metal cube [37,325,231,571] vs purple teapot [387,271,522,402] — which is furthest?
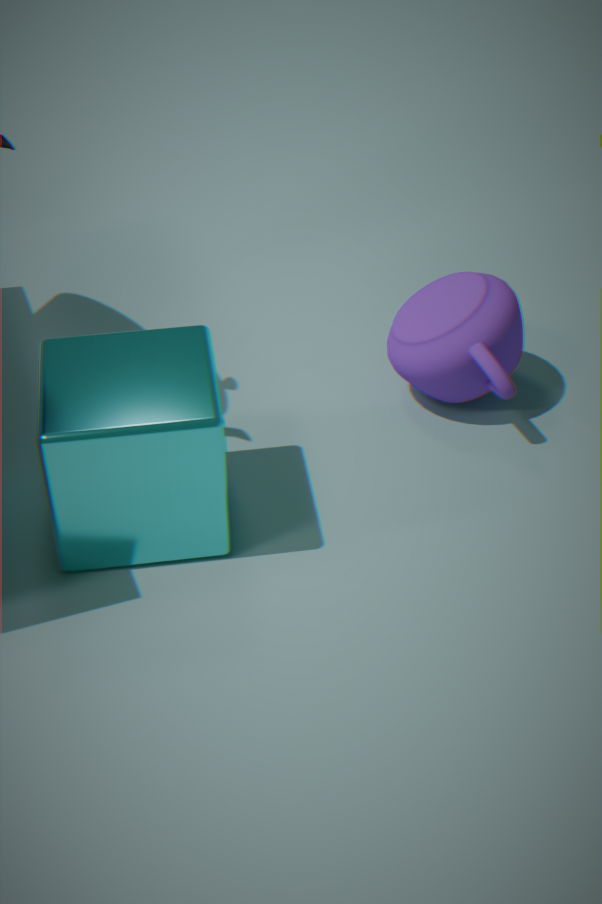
purple teapot [387,271,522,402]
